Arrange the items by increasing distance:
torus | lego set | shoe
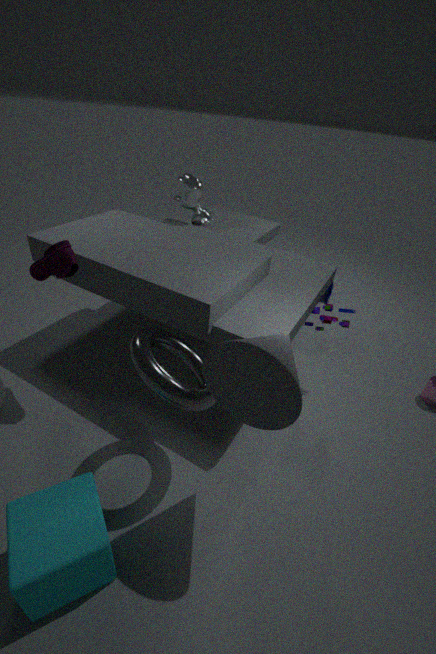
torus, shoe, lego set
